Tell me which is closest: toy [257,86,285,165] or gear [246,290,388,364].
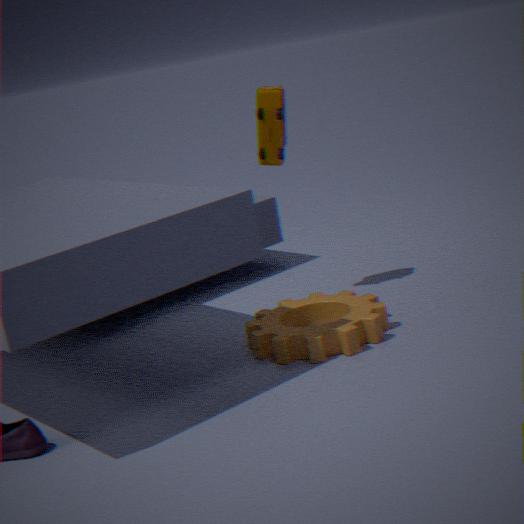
gear [246,290,388,364]
